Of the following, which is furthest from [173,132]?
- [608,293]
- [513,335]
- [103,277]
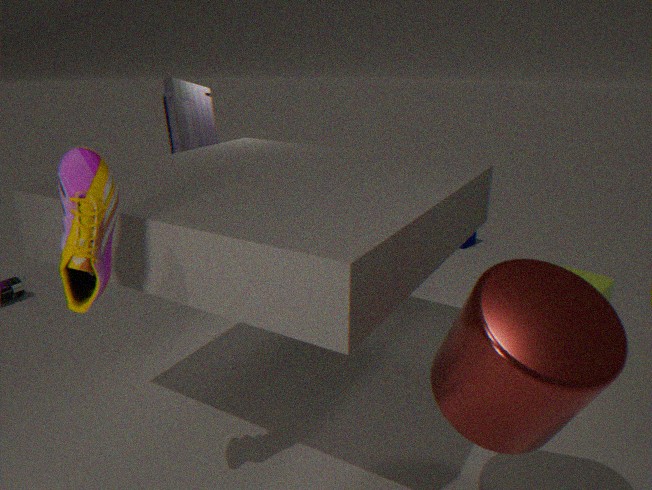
[513,335]
